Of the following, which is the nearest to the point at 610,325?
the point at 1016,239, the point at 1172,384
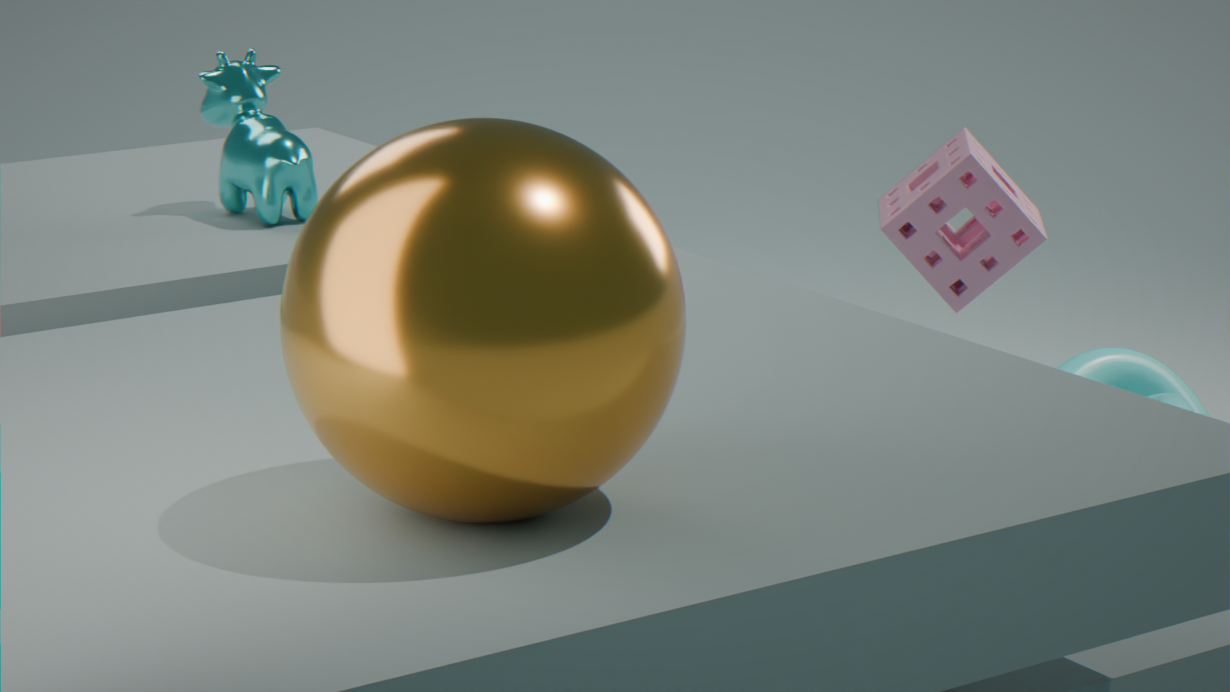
the point at 1016,239
